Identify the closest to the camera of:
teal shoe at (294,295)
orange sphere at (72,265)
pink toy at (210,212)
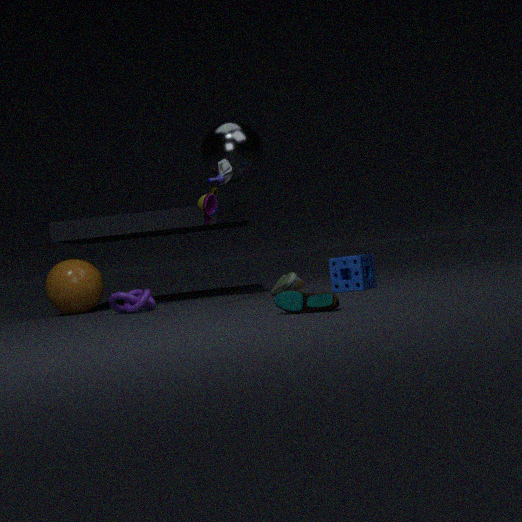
teal shoe at (294,295)
